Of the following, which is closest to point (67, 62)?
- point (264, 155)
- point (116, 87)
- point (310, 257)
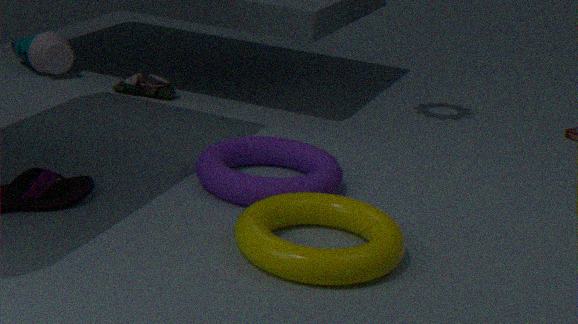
point (116, 87)
